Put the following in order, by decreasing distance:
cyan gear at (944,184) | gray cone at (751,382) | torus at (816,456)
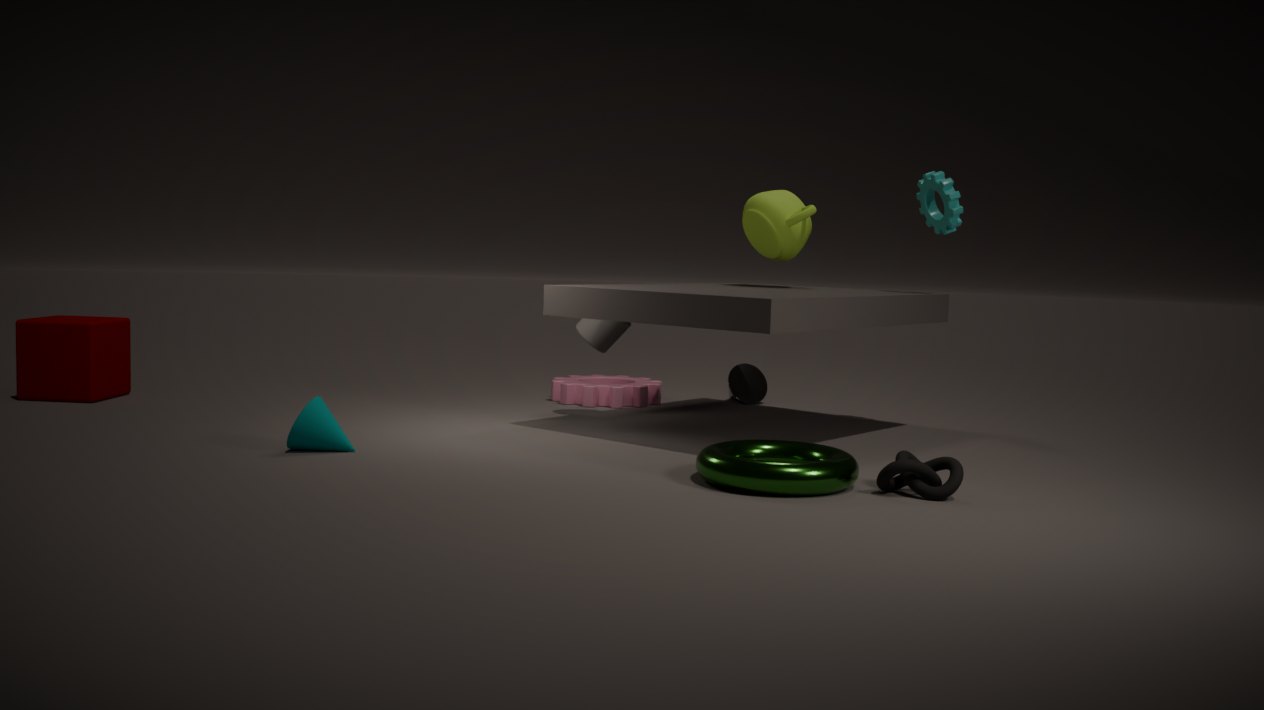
1. gray cone at (751,382)
2. cyan gear at (944,184)
3. torus at (816,456)
